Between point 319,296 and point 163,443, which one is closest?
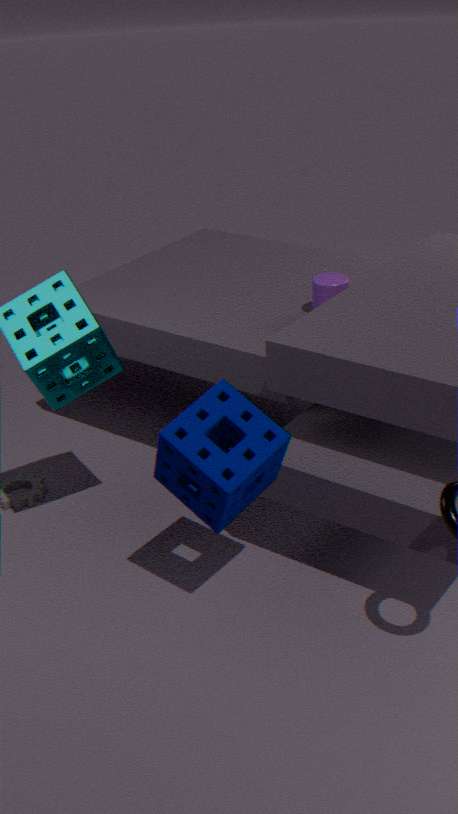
point 163,443
